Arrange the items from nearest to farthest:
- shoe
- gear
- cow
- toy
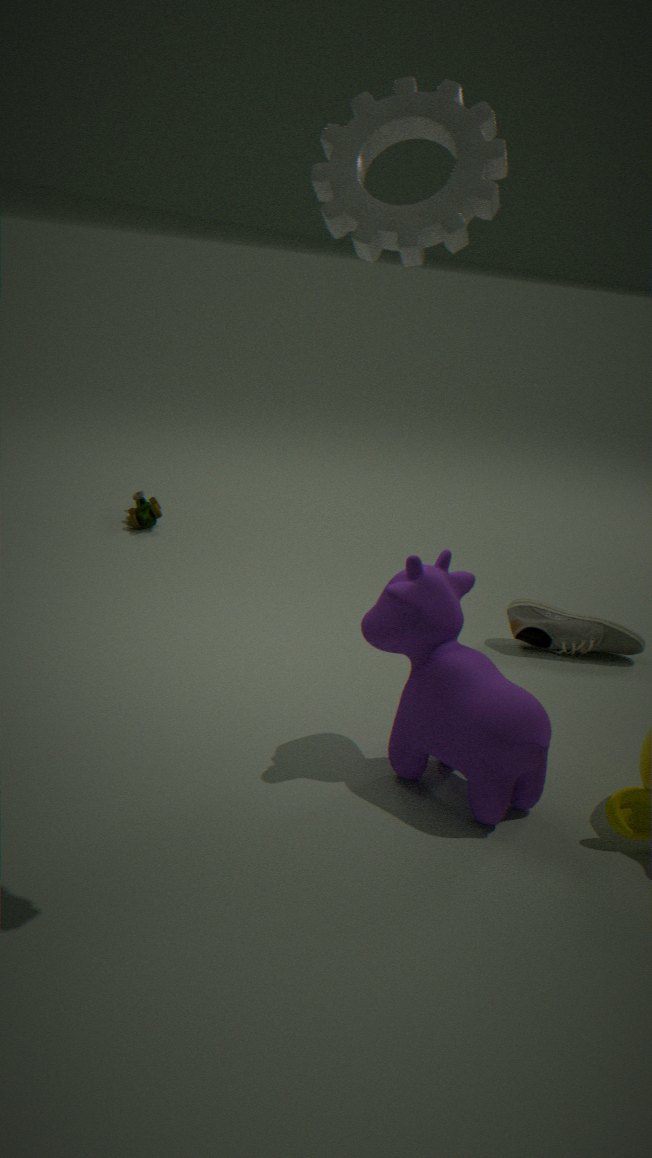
gear
cow
shoe
toy
